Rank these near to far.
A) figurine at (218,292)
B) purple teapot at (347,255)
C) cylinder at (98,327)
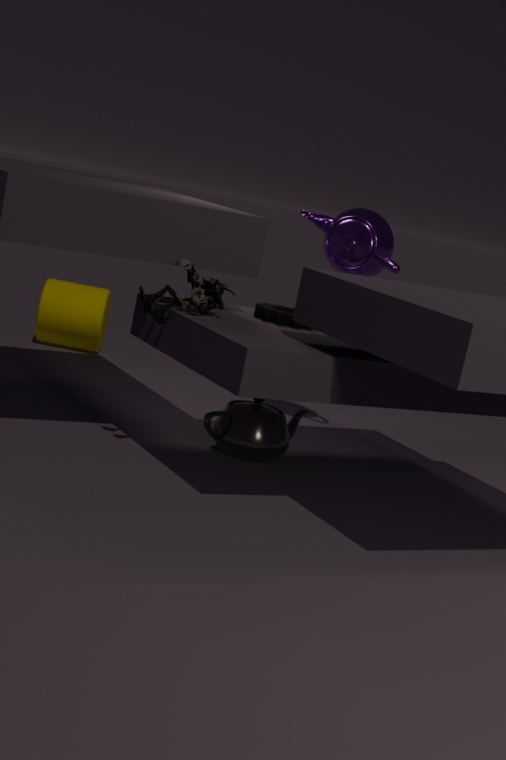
figurine at (218,292) < purple teapot at (347,255) < cylinder at (98,327)
